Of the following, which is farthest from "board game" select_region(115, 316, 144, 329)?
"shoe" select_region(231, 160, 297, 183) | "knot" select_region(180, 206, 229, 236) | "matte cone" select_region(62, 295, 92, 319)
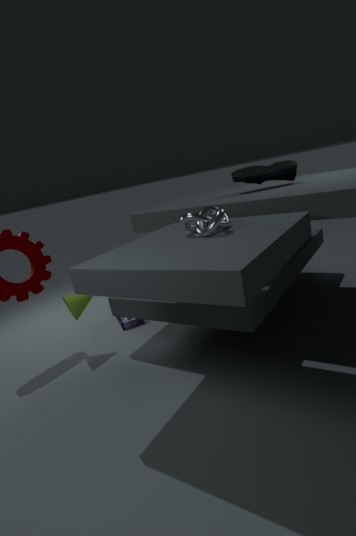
"shoe" select_region(231, 160, 297, 183)
